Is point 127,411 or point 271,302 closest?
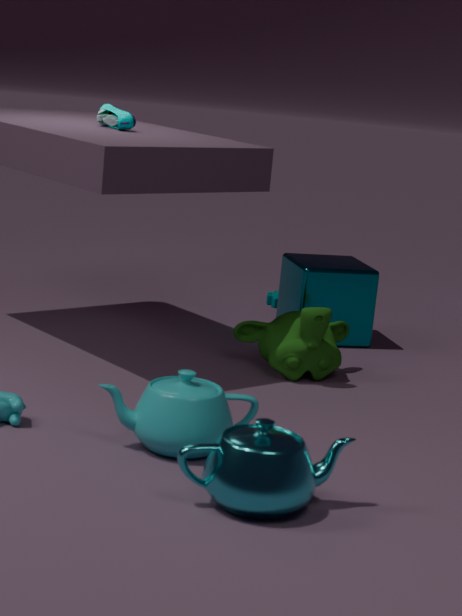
point 127,411
